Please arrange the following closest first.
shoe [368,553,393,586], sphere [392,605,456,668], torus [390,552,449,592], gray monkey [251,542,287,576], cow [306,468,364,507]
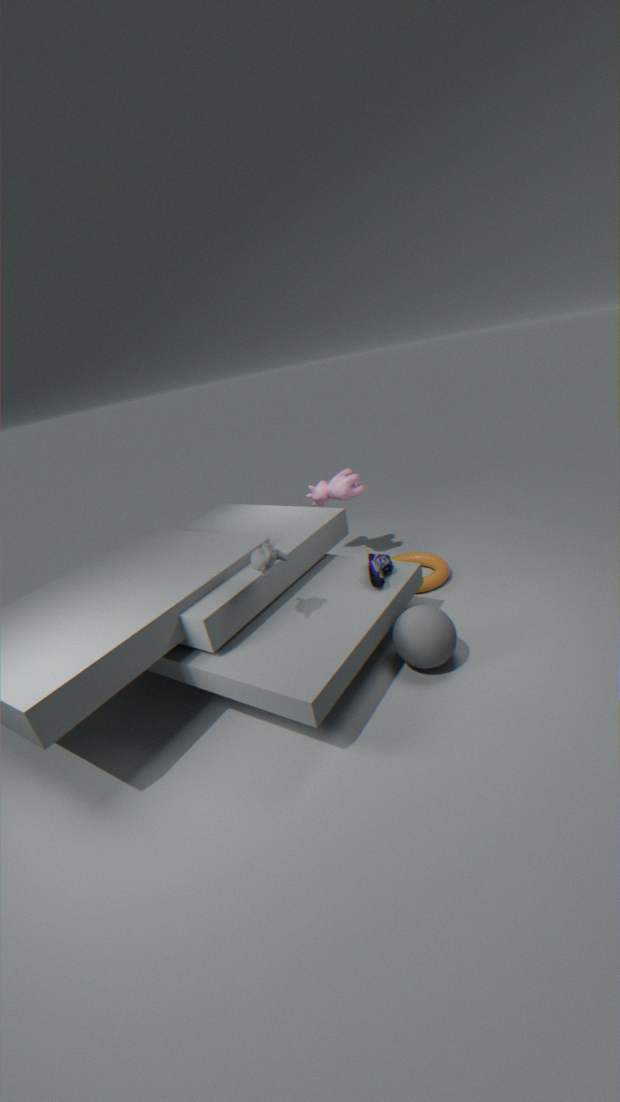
gray monkey [251,542,287,576], sphere [392,605,456,668], shoe [368,553,393,586], torus [390,552,449,592], cow [306,468,364,507]
